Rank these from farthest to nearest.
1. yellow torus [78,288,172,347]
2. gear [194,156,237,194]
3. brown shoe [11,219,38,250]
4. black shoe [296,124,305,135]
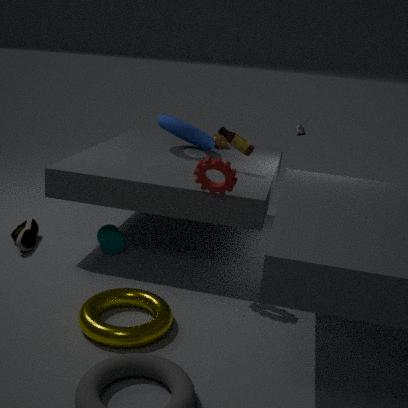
1. black shoe [296,124,305,135]
2. brown shoe [11,219,38,250]
3. gear [194,156,237,194]
4. yellow torus [78,288,172,347]
